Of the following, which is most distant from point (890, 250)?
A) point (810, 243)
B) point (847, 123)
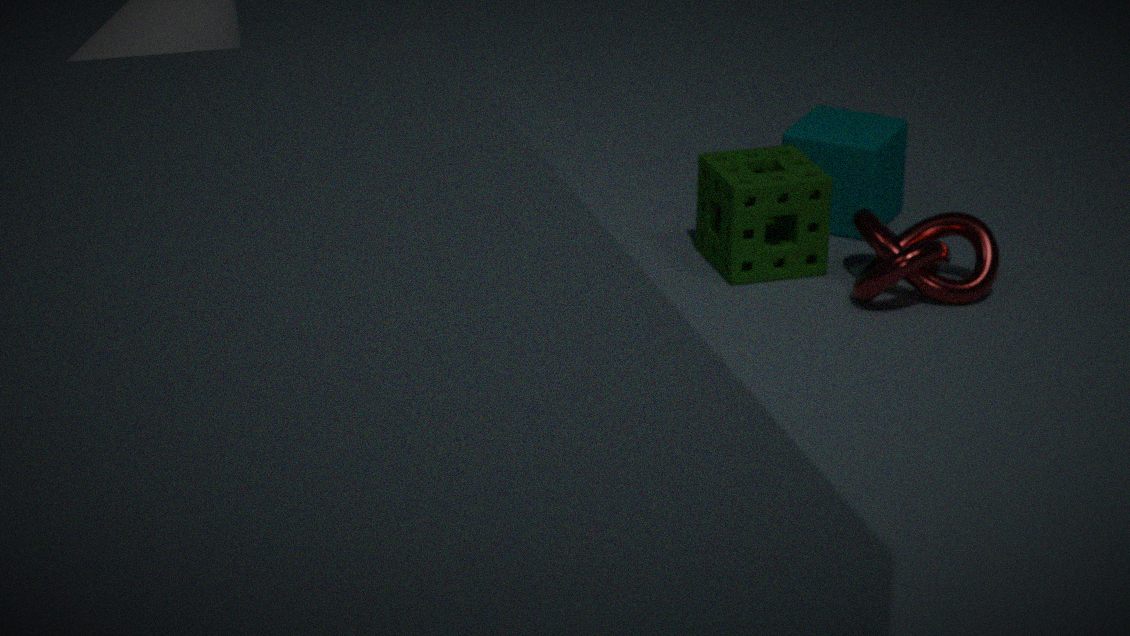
point (847, 123)
